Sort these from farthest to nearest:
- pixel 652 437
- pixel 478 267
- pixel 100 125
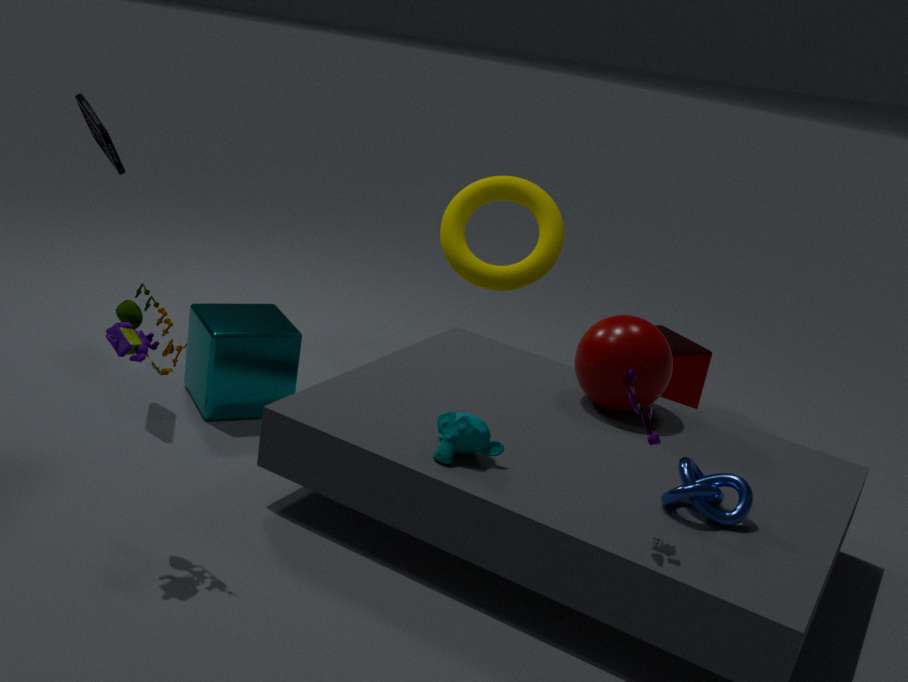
1. pixel 478 267
2. pixel 100 125
3. pixel 652 437
